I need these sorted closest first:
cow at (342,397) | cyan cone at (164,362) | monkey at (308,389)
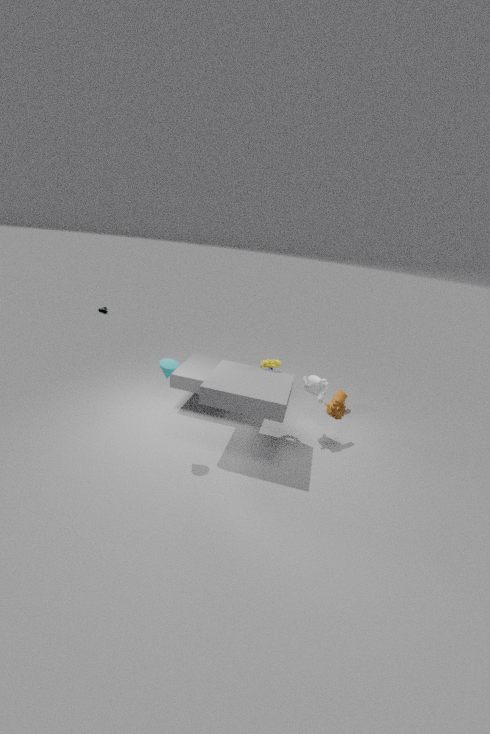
cyan cone at (164,362) < monkey at (308,389) < cow at (342,397)
